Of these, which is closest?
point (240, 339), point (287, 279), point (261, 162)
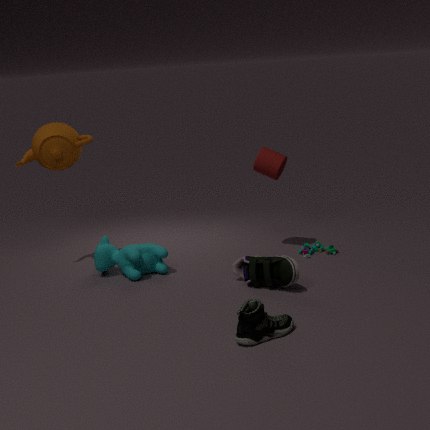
point (240, 339)
